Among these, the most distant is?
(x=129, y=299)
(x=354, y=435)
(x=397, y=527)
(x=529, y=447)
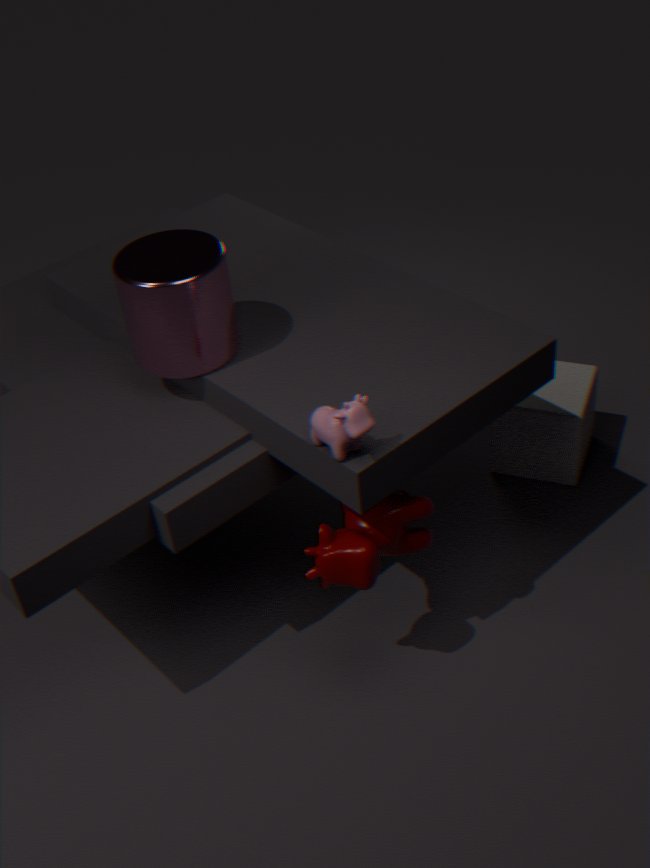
(x=529, y=447)
